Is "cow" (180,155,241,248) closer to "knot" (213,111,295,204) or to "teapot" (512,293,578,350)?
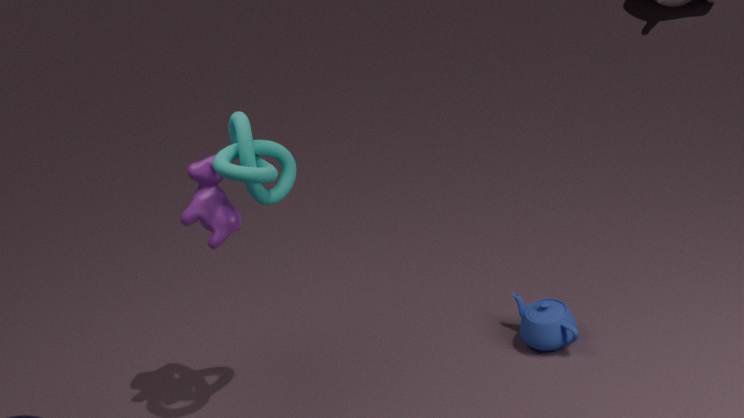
"knot" (213,111,295,204)
